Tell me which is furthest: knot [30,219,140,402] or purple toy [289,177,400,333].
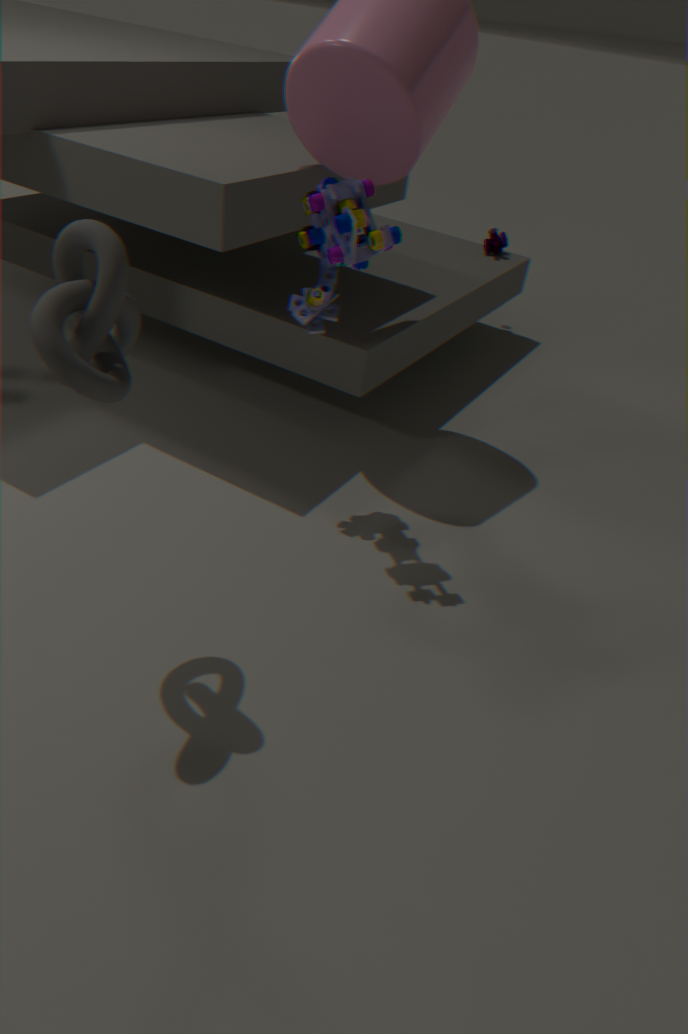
purple toy [289,177,400,333]
